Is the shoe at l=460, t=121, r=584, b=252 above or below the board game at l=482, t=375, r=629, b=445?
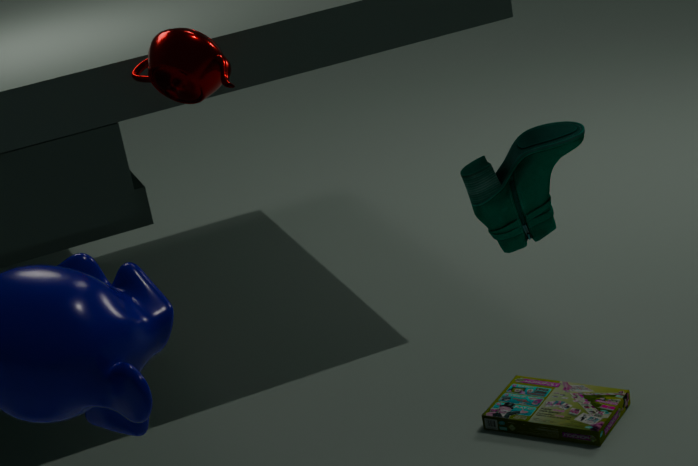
above
